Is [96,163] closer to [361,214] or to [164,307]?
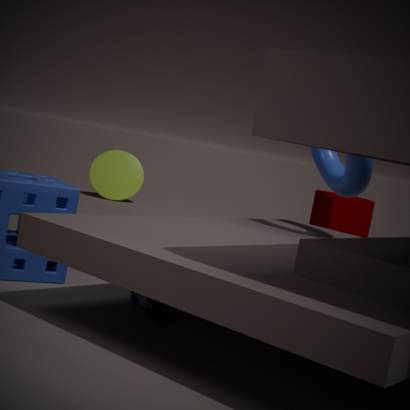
[361,214]
